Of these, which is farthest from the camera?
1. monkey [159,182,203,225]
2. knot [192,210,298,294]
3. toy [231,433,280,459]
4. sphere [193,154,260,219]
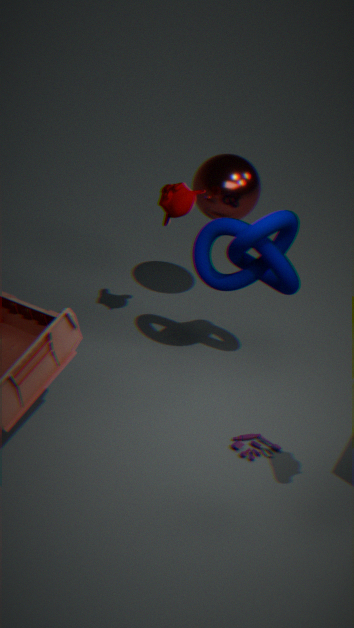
sphere [193,154,260,219]
